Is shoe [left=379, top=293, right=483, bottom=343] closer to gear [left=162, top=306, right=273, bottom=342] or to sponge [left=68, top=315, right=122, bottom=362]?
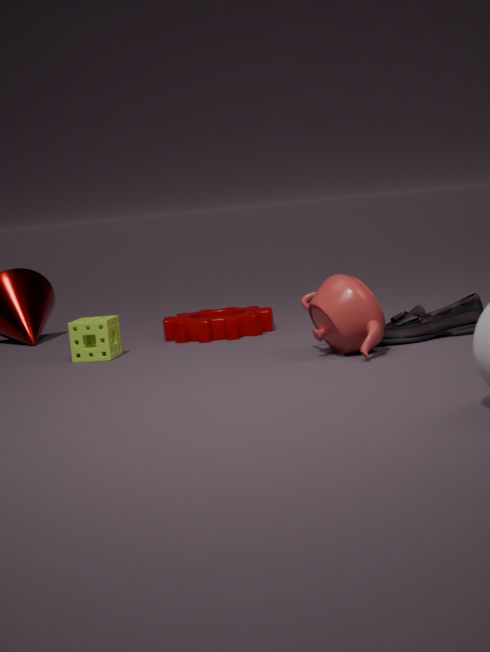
gear [left=162, top=306, right=273, bottom=342]
